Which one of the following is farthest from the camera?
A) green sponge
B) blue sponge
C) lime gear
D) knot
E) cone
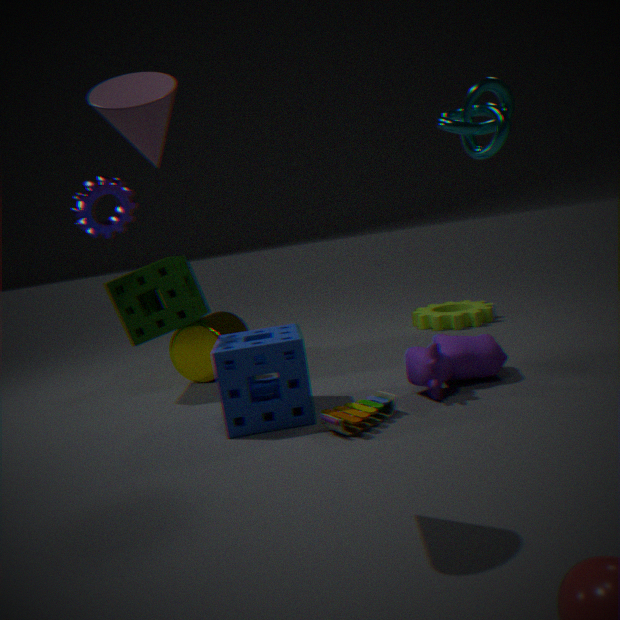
lime gear
